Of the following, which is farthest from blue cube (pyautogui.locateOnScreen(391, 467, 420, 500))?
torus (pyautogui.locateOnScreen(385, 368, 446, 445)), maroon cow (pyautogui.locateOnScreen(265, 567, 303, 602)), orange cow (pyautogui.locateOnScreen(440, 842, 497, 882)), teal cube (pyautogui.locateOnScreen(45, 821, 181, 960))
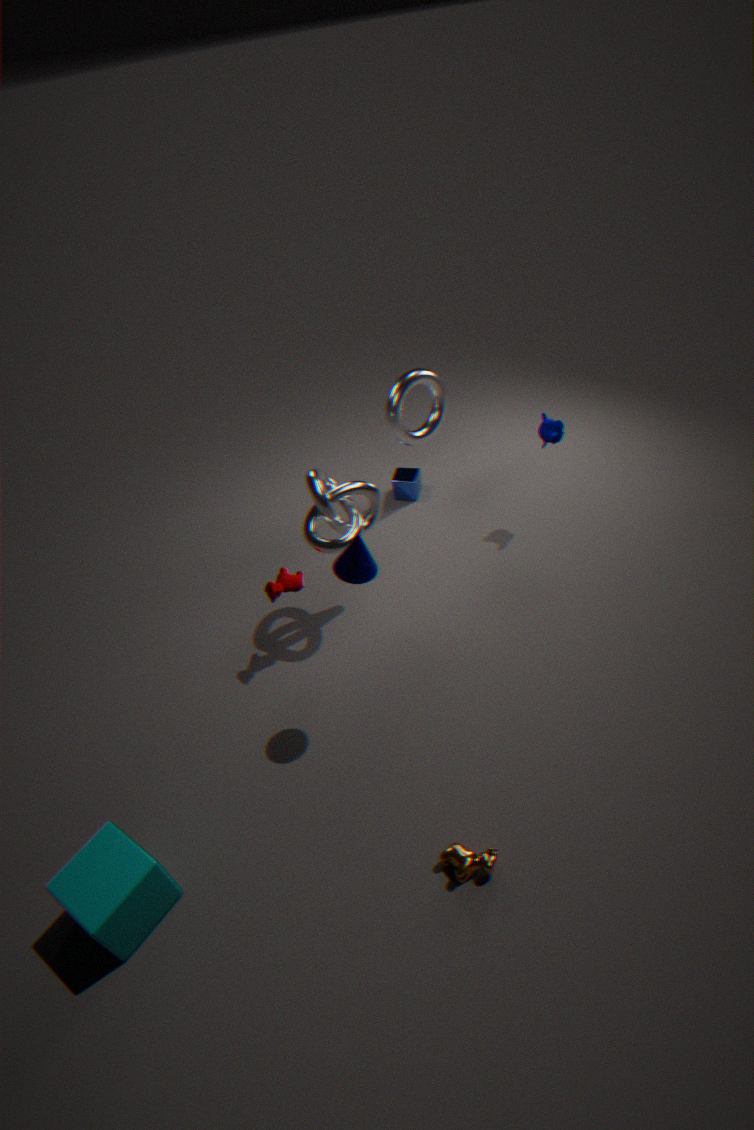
teal cube (pyautogui.locateOnScreen(45, 821, 181, 960))
